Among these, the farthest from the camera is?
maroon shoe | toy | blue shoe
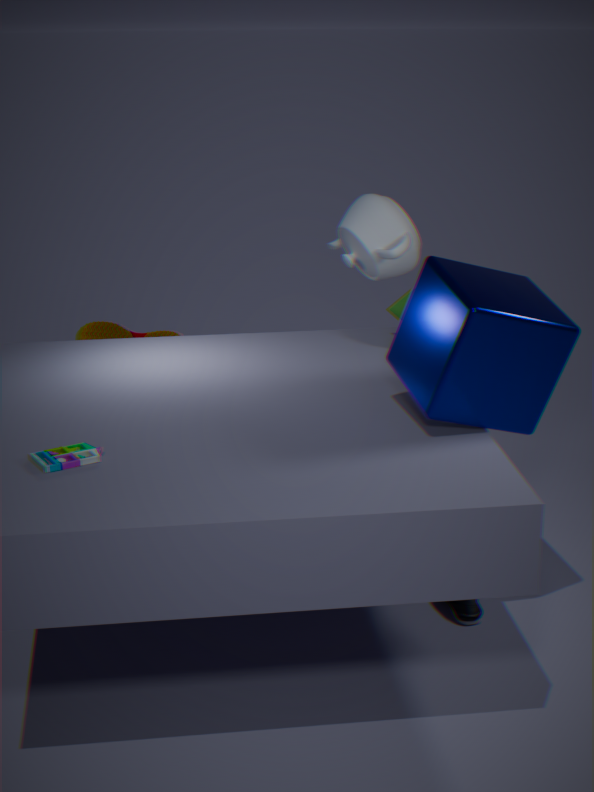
maroon shoe
